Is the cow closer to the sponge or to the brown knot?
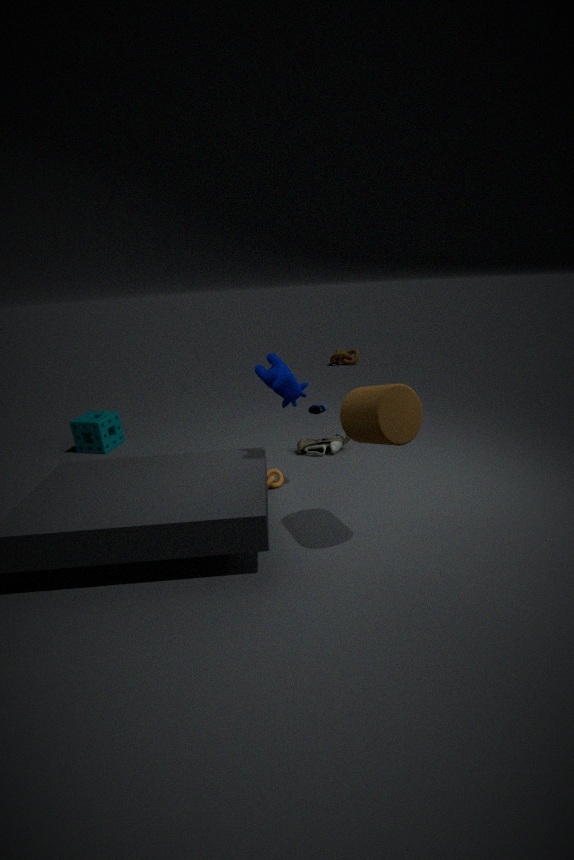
the sponge
